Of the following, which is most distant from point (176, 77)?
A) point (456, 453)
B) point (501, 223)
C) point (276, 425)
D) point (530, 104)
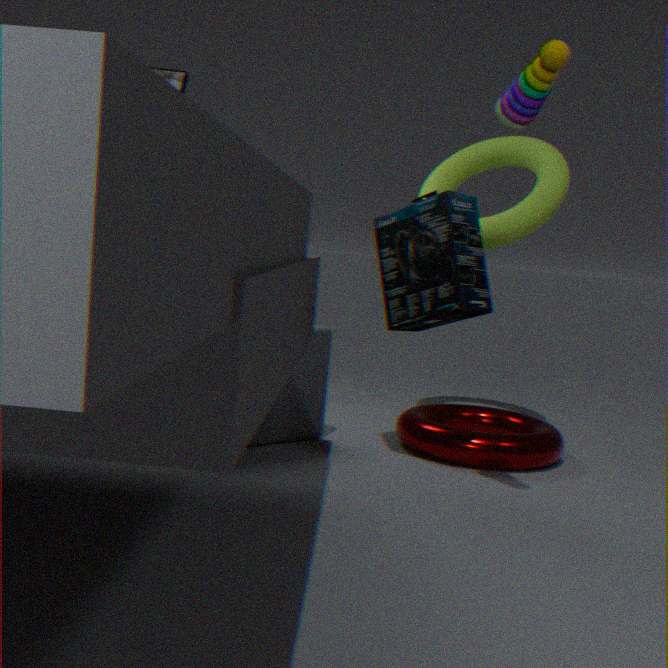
point (456, 453)
